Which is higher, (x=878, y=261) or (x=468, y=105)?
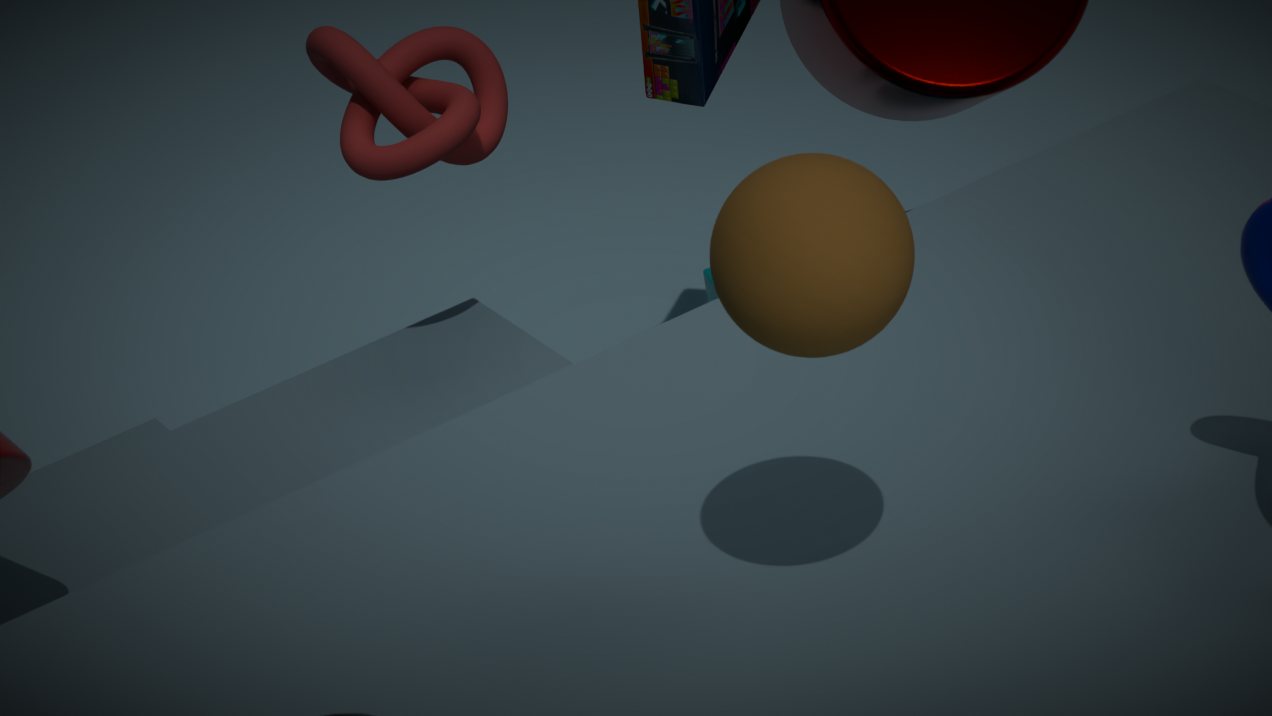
(x=878, y=261)
